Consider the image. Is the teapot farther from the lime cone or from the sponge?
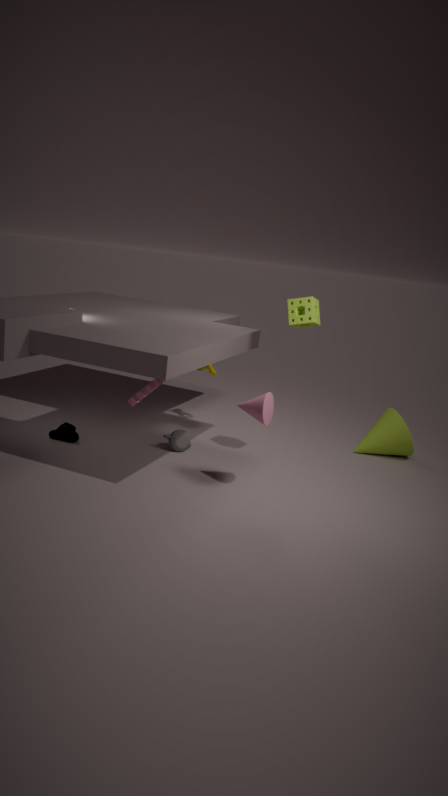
the lime cone
